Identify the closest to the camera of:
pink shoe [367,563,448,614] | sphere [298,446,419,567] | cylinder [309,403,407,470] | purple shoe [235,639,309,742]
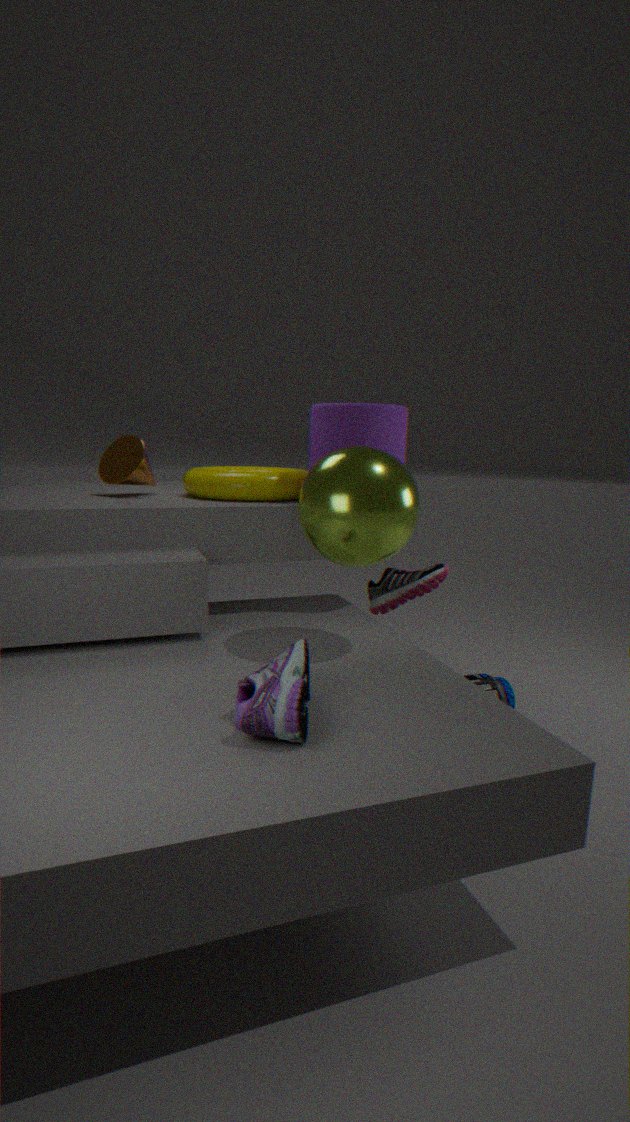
purple shoe [235,639,309,742]
